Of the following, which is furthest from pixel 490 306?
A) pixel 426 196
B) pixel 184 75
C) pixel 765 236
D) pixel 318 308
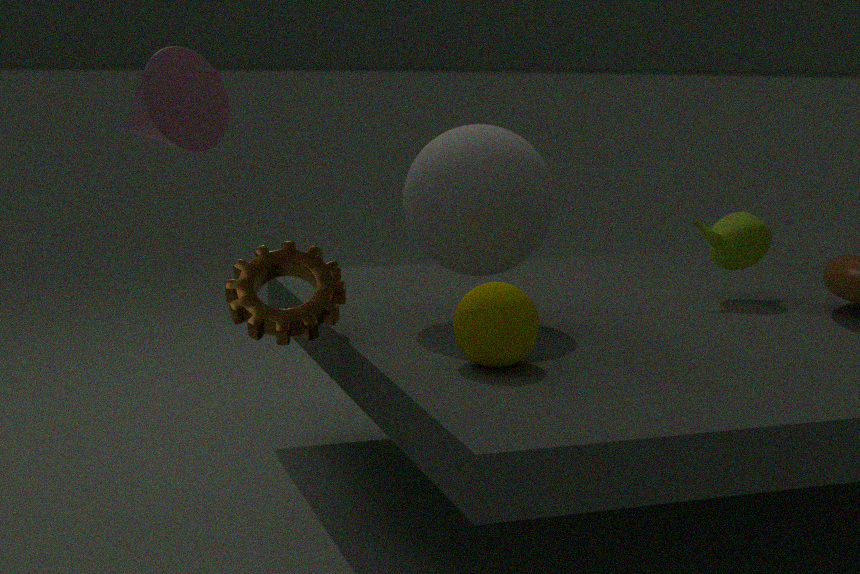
pixel 765 236
